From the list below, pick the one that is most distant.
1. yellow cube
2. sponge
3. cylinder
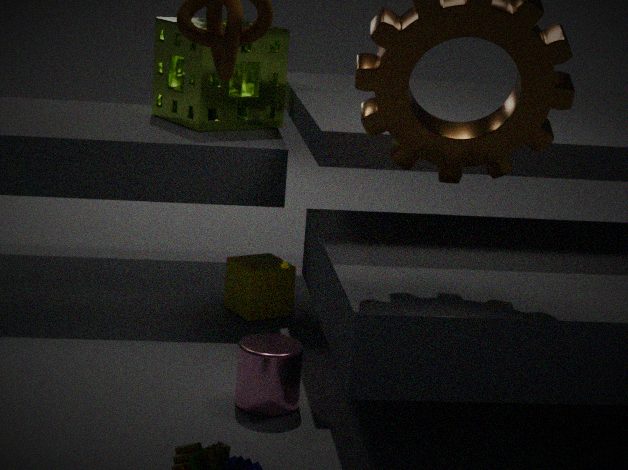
sponge
